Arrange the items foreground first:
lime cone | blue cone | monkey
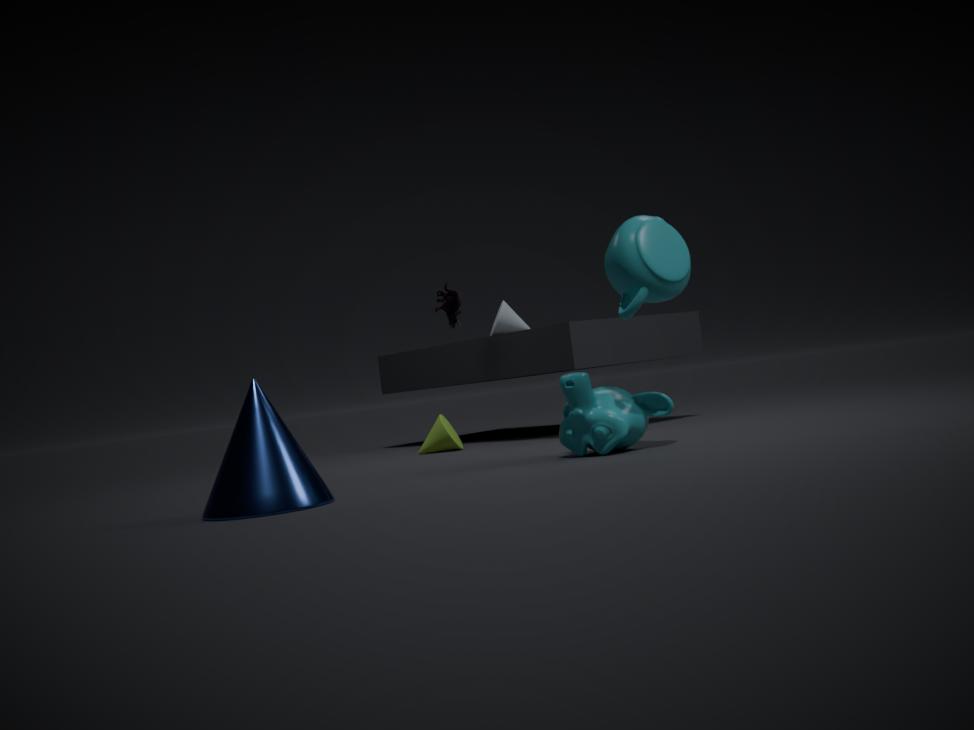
blue cone, monkey, lime cone
